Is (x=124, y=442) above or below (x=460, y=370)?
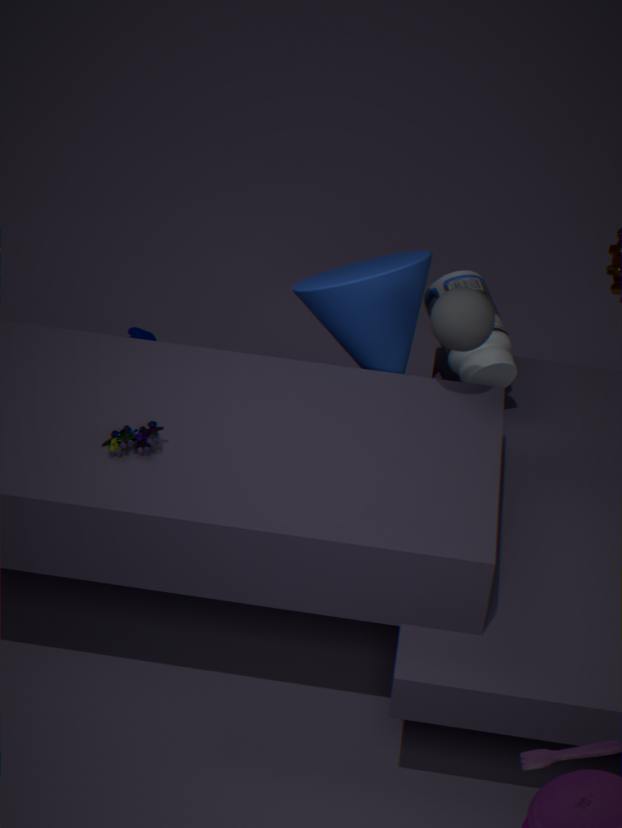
above
